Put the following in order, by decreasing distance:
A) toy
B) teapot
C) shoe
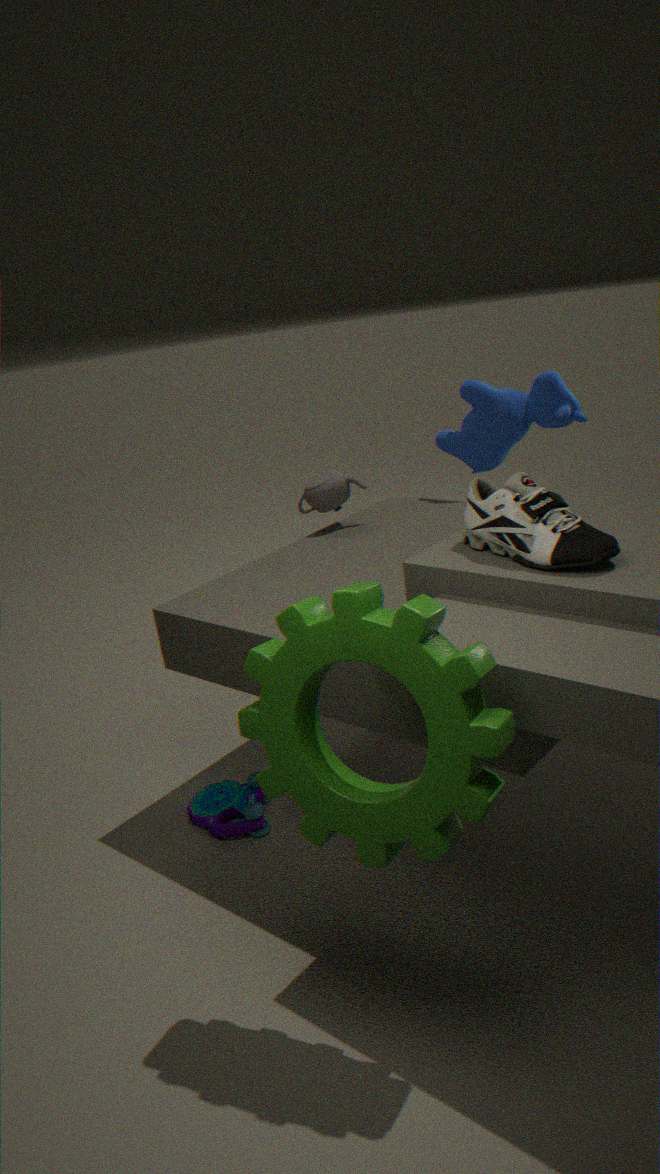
teapot, toy, shoe
